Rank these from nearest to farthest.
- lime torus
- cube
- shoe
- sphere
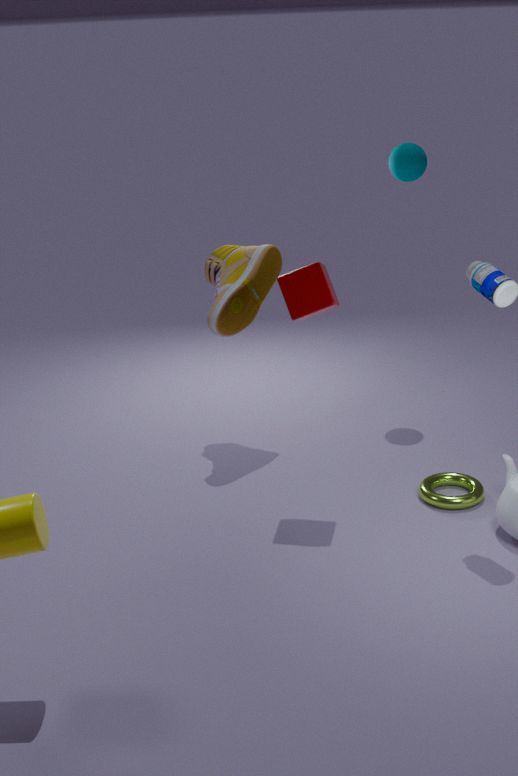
cube
lime torus
shoe
sphere
